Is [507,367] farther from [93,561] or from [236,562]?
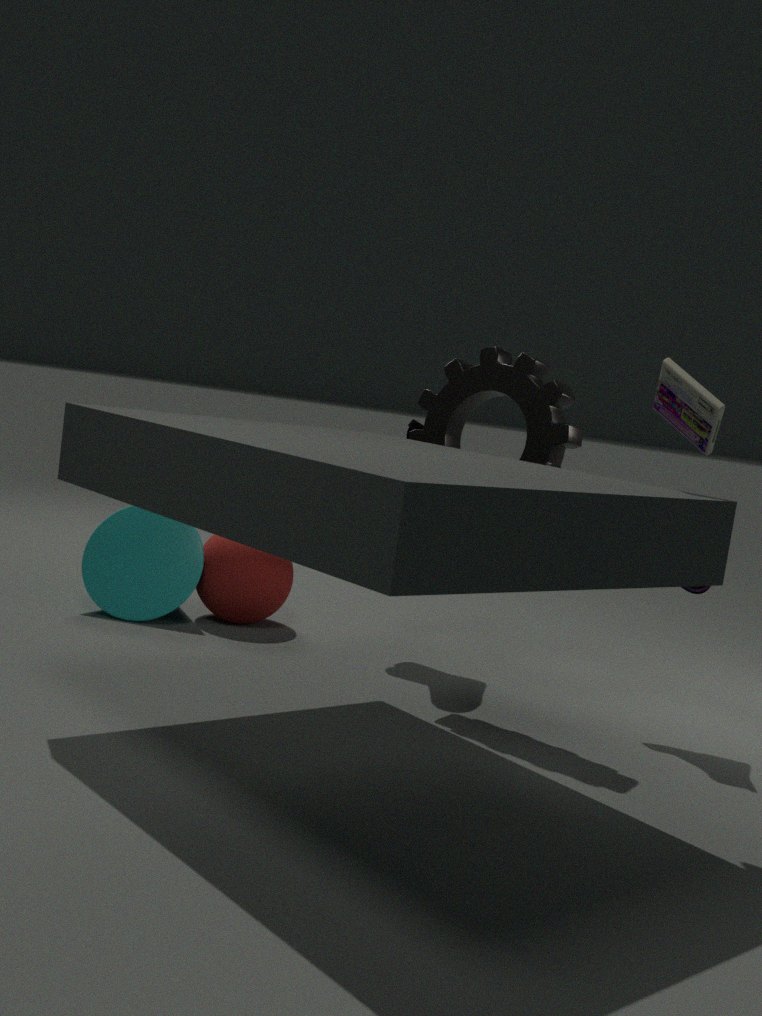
[93,561]
